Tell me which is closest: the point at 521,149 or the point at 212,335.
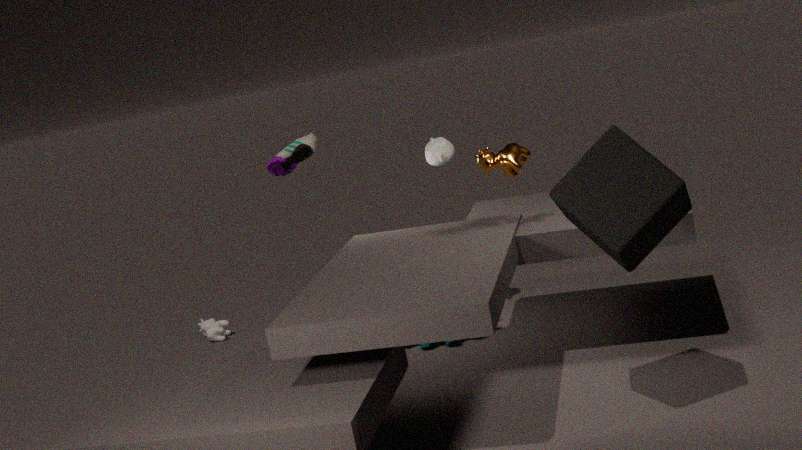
the point at 521,149
